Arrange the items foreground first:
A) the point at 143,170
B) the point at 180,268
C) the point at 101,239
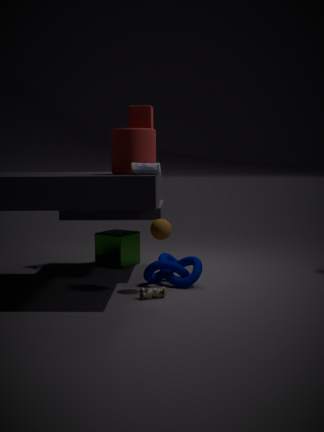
1. A. the point at 143,170
2. B. the point at 180,268
3. C. the point at 101,239
